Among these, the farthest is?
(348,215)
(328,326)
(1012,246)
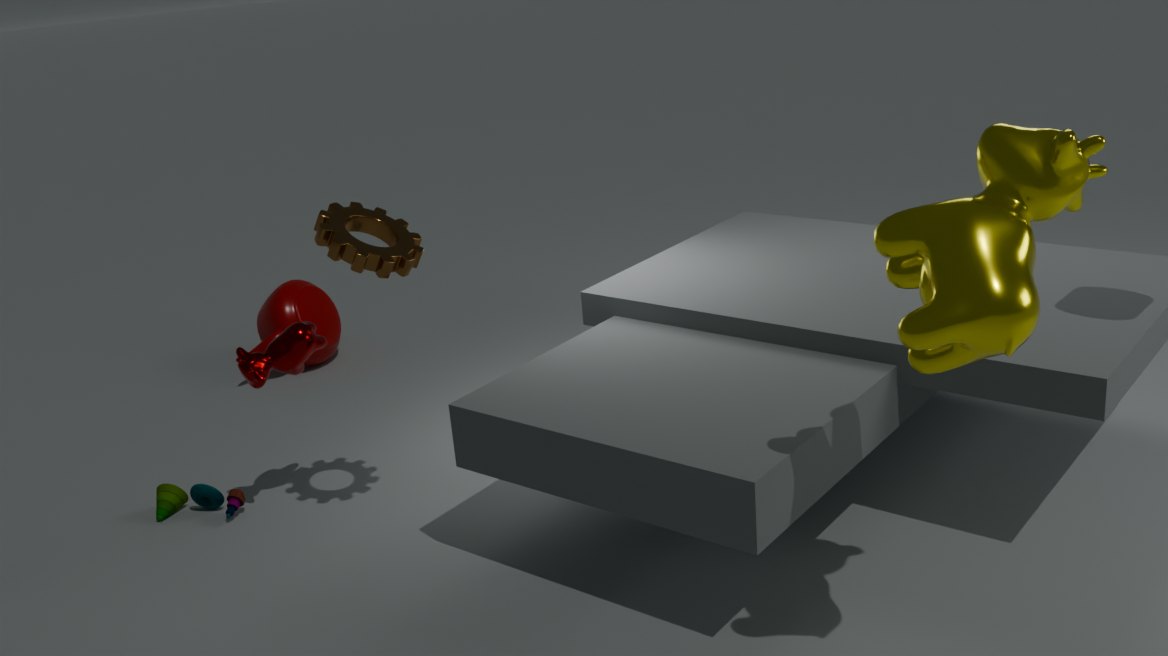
(328,326)
